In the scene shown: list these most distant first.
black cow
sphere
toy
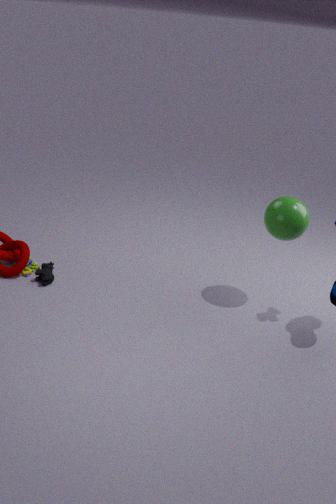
toy → black cow → sphere
